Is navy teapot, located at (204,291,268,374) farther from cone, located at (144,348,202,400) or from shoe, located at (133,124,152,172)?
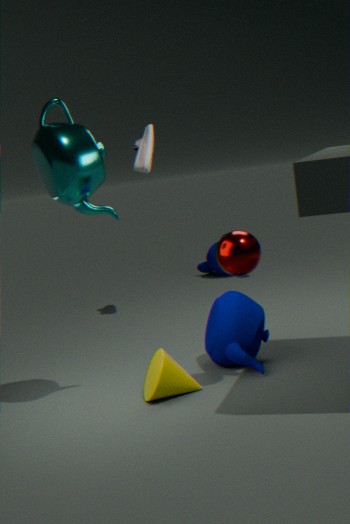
shoe, located at (133,124,152,172)
